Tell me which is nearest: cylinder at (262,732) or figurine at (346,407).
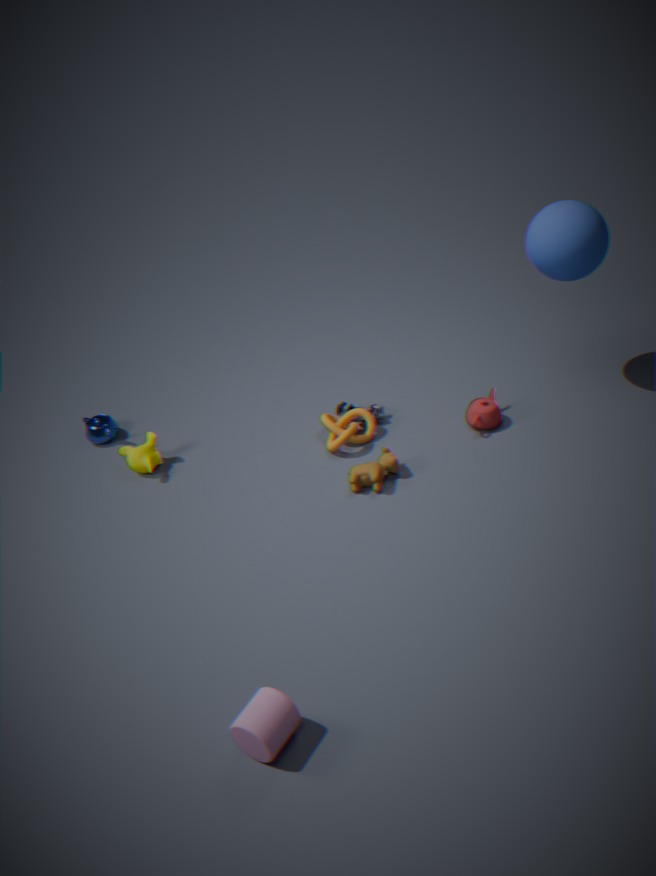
cylinder at (262,732)
